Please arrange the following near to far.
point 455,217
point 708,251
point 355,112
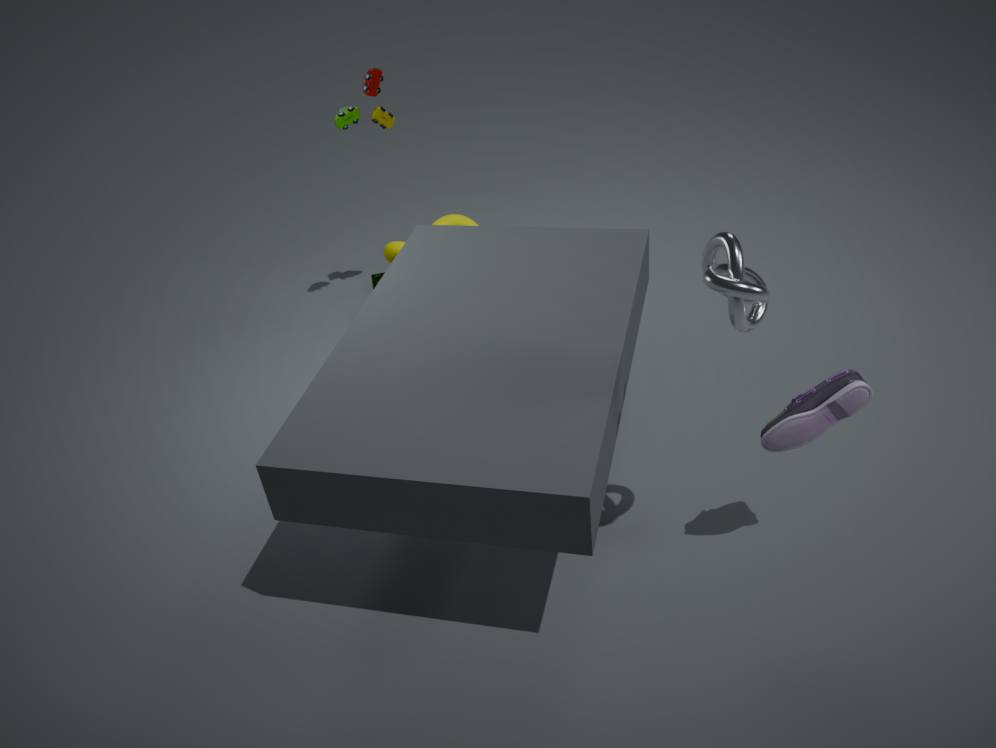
point 708,251, point 355,112, point 455,217
